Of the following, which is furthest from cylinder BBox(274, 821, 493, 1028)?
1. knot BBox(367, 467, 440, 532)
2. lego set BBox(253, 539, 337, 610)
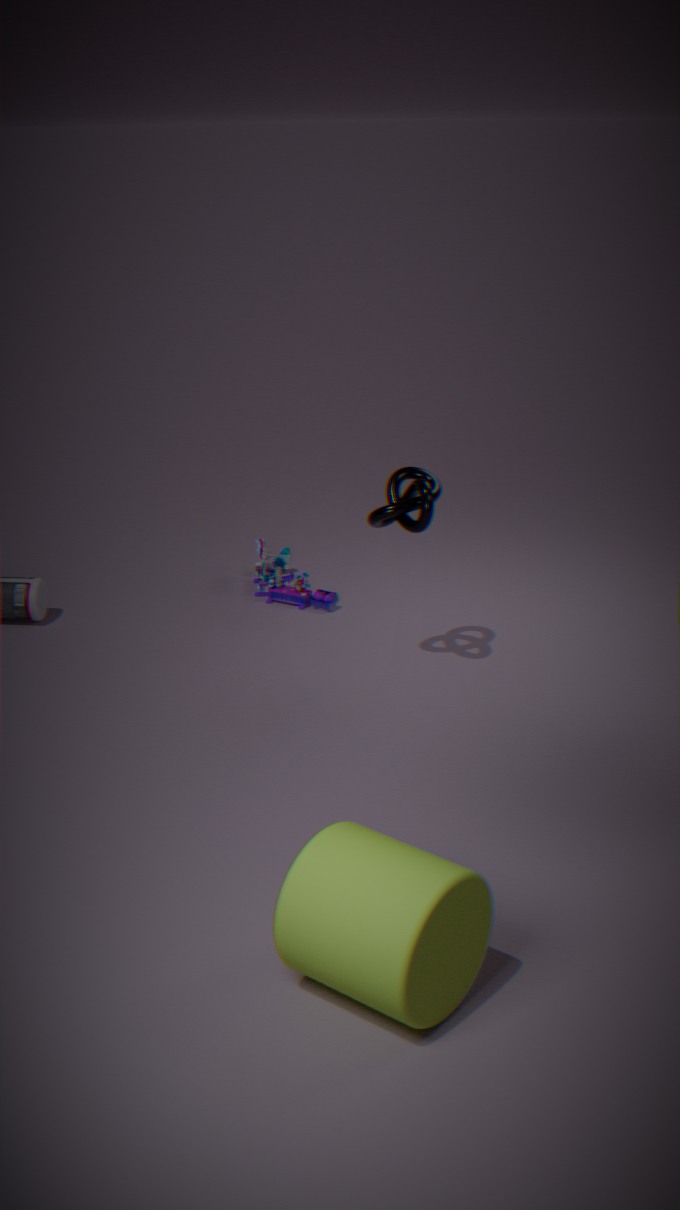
lego set BBox(253, 539, 337, 610)
